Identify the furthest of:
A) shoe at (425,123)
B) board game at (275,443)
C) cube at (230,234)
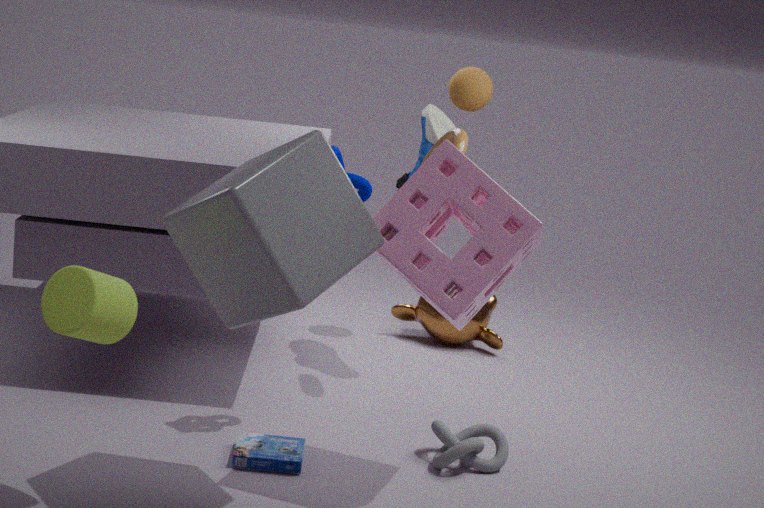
shoe at (425,123)
